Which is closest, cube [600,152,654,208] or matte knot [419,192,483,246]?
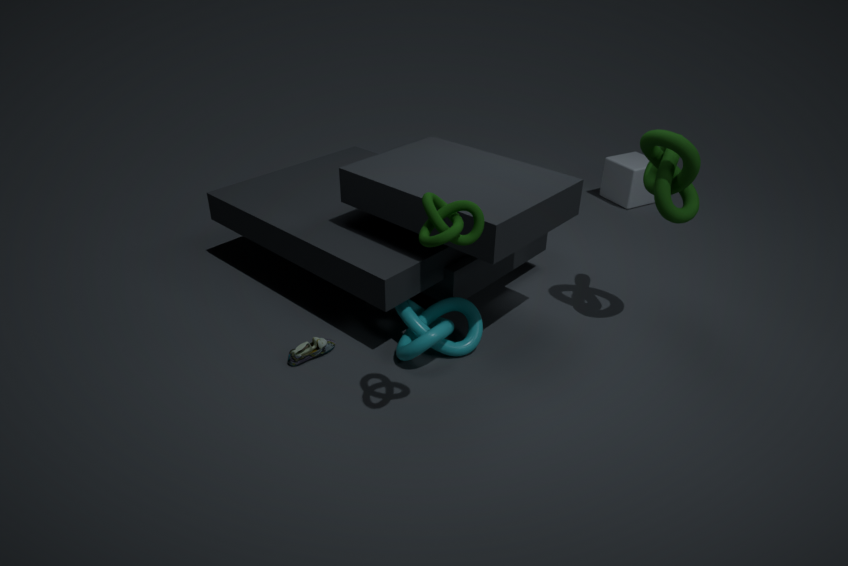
matte knot [419,192,483,246]
